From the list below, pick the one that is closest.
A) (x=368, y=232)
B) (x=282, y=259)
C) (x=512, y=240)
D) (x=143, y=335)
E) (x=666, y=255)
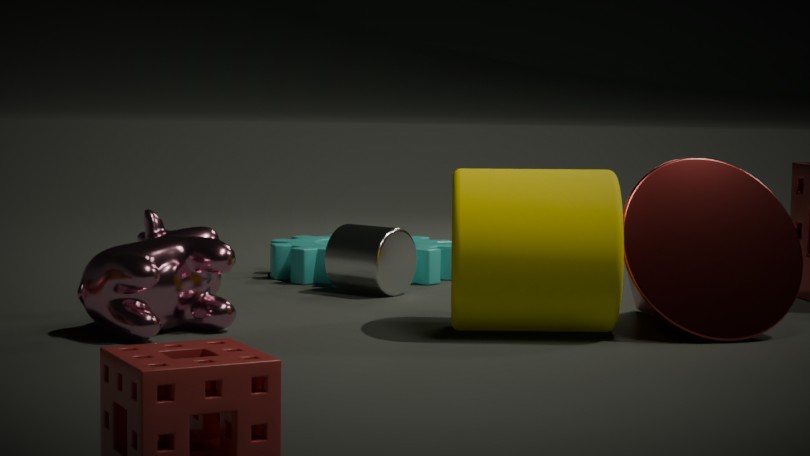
(x=143, y=335)
